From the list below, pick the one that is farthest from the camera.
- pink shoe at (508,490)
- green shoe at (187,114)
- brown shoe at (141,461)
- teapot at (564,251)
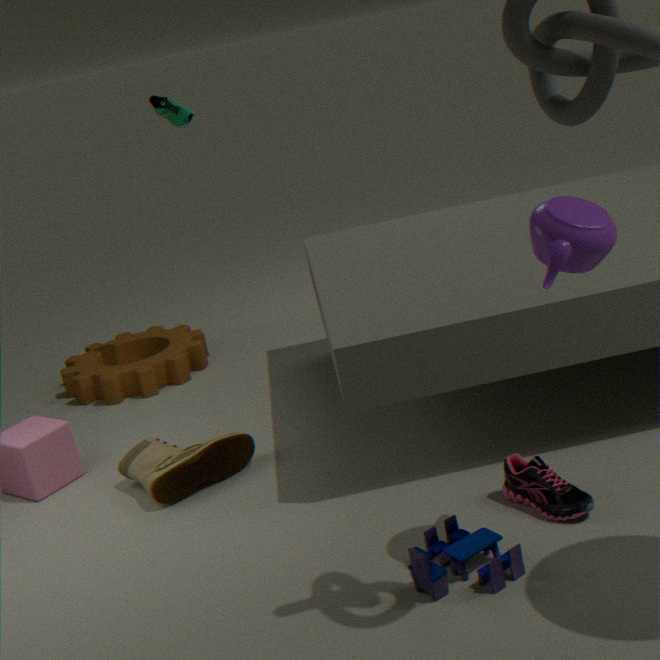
green shoe at (187,114)
